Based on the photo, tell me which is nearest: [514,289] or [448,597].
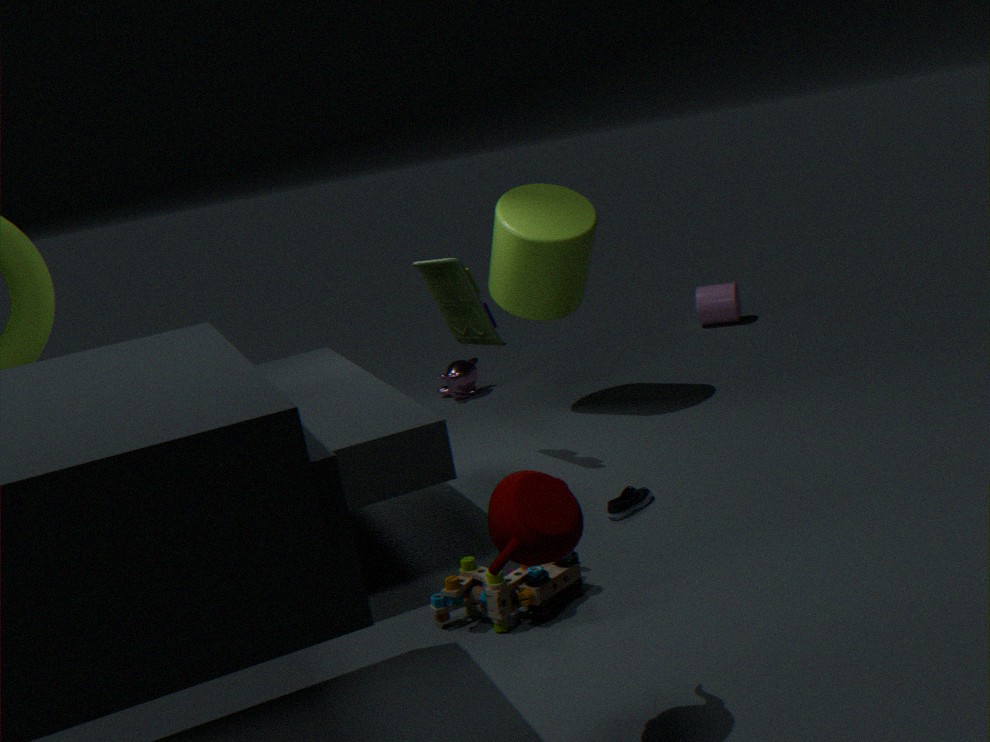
[448,597]
